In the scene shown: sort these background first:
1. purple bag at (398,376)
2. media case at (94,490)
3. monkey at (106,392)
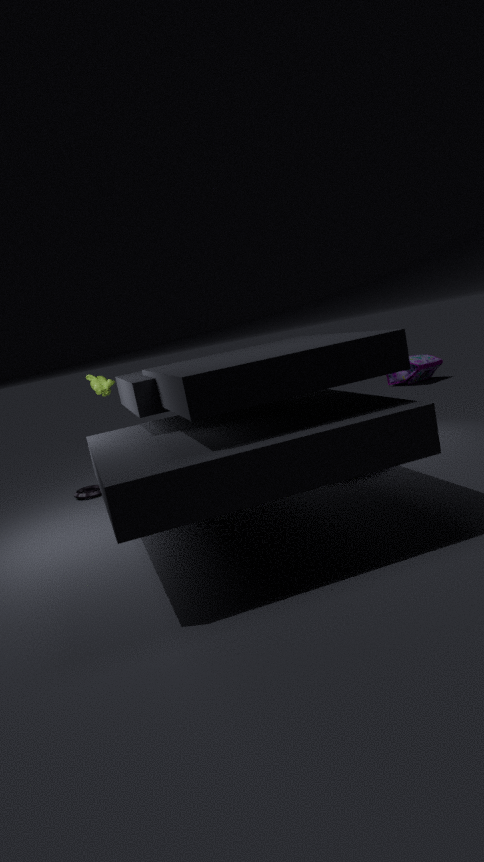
purple bag at (398,376), media case at (94,490), monkey at (106,392)
